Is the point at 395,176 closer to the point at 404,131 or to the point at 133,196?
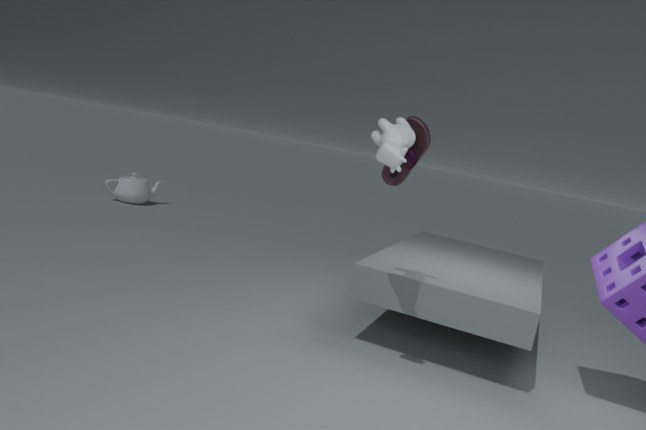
the point at 404,131
